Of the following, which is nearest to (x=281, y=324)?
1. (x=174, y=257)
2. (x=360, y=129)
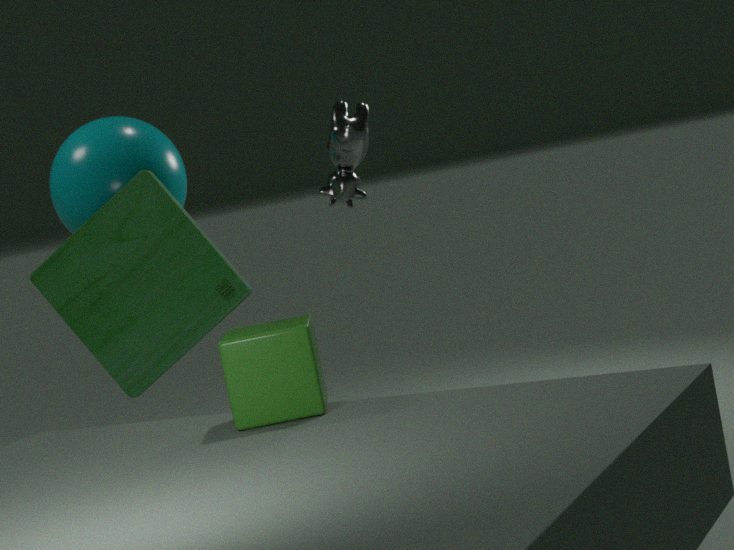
(x=174, y=257)
